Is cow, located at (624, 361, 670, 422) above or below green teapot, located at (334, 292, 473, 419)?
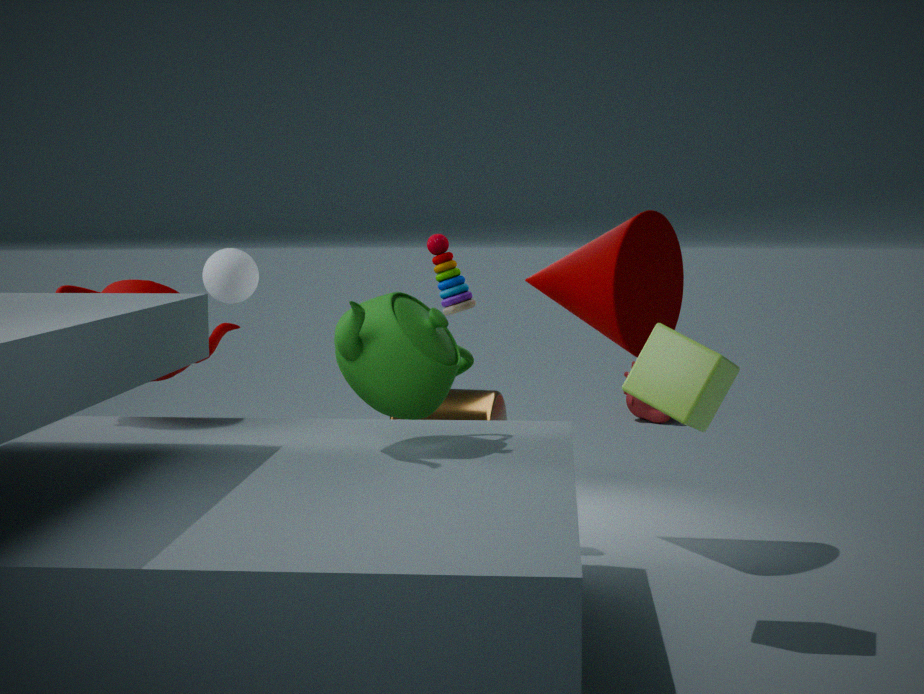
below
